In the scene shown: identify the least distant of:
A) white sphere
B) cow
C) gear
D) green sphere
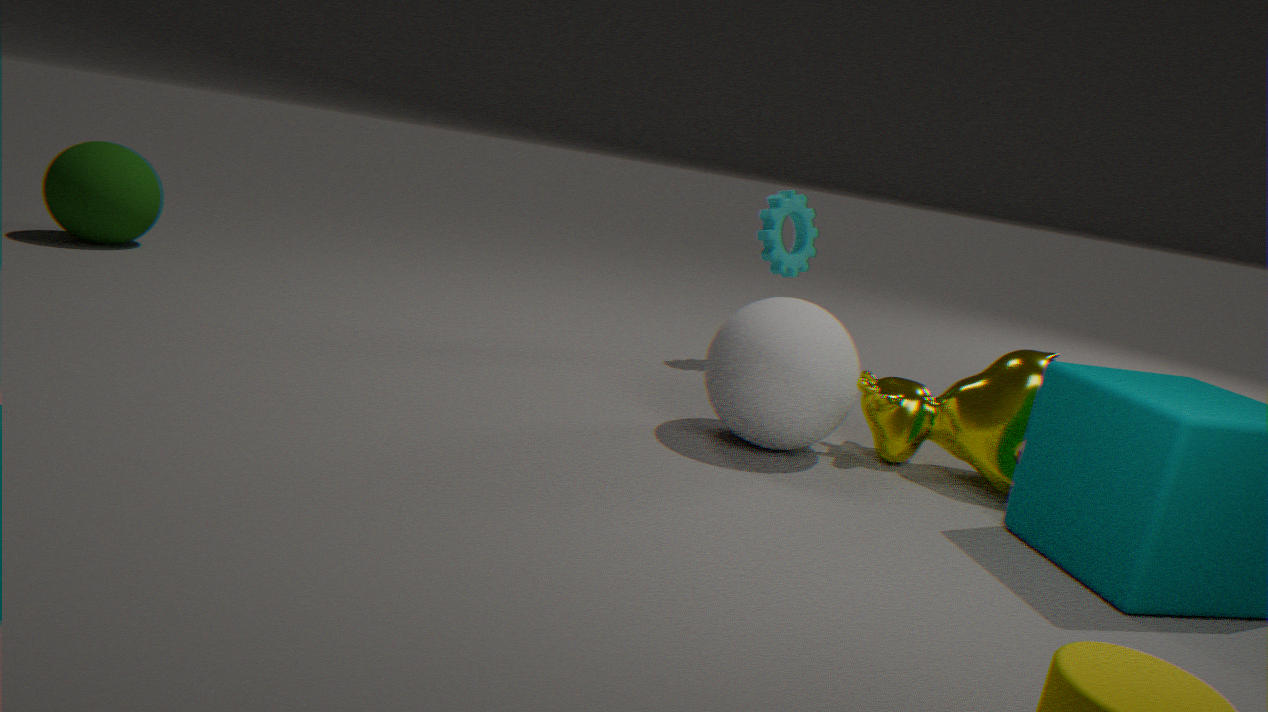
white sphere
